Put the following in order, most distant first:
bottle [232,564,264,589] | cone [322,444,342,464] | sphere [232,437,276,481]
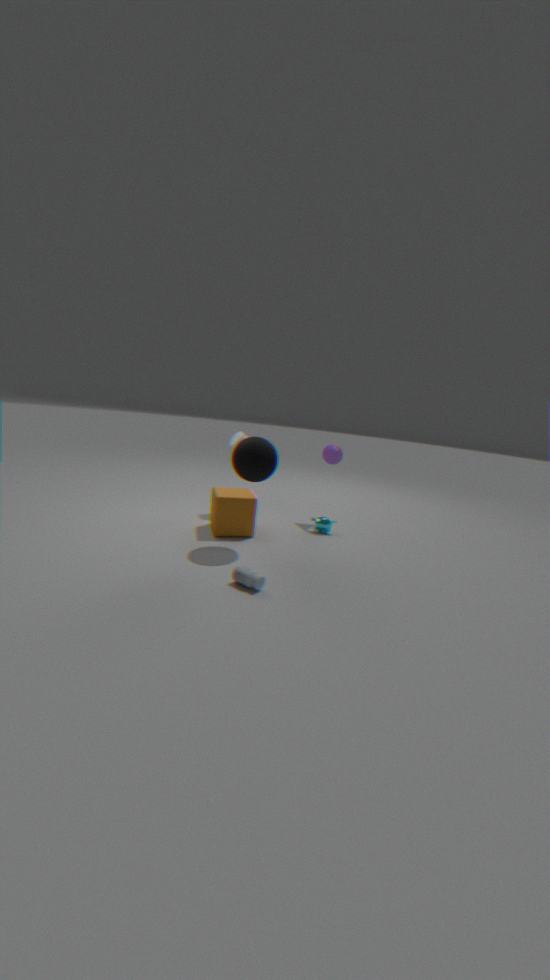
1. cone [322,444,342,464]
2. sphere [232,437,276,481]
3. bottle [232,564,264,589]
